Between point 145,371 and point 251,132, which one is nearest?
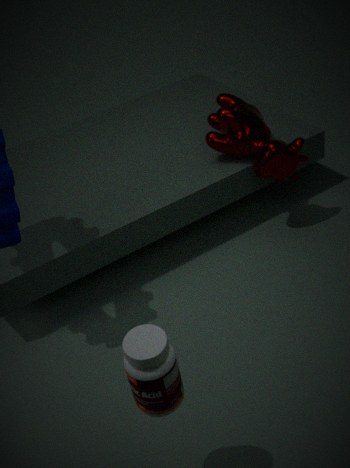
point 145,371
